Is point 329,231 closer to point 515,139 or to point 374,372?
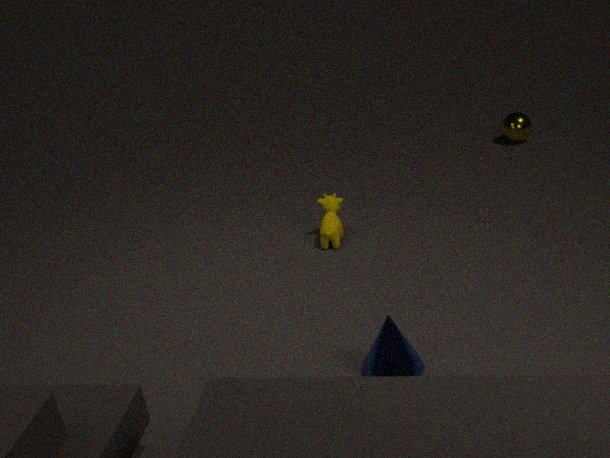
point 374,372
